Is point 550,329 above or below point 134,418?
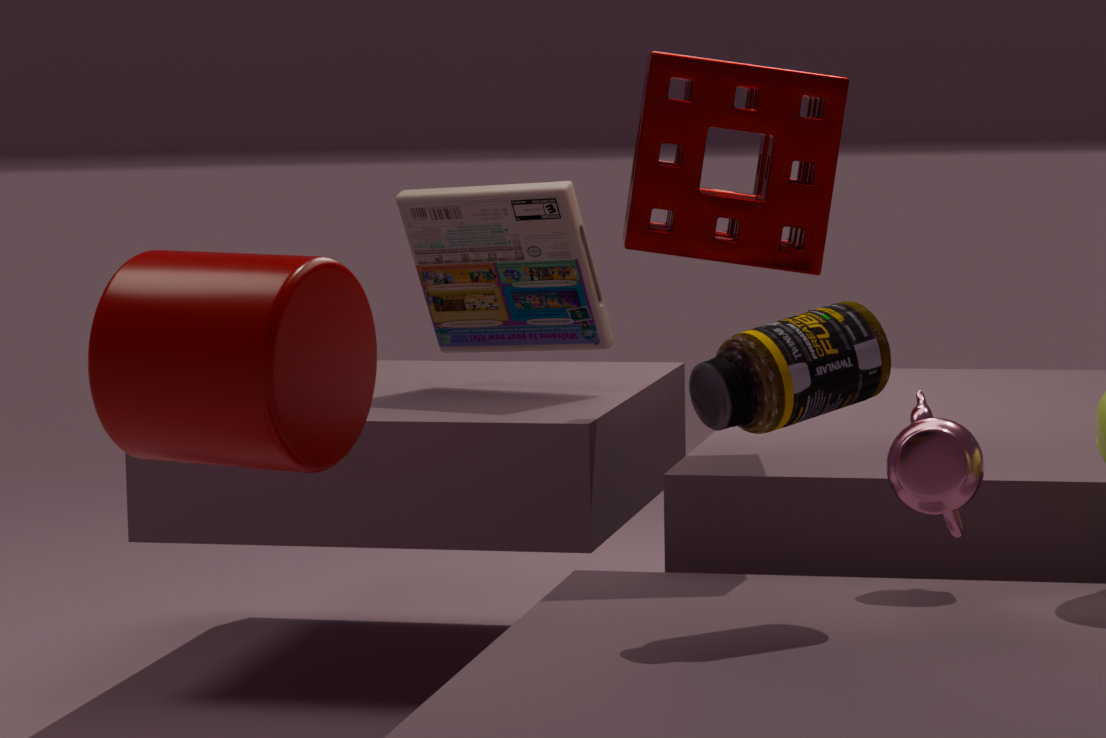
above
